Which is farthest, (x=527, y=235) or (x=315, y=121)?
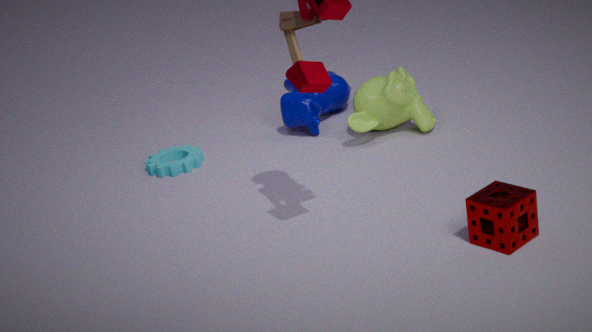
(x=315, y=121)
